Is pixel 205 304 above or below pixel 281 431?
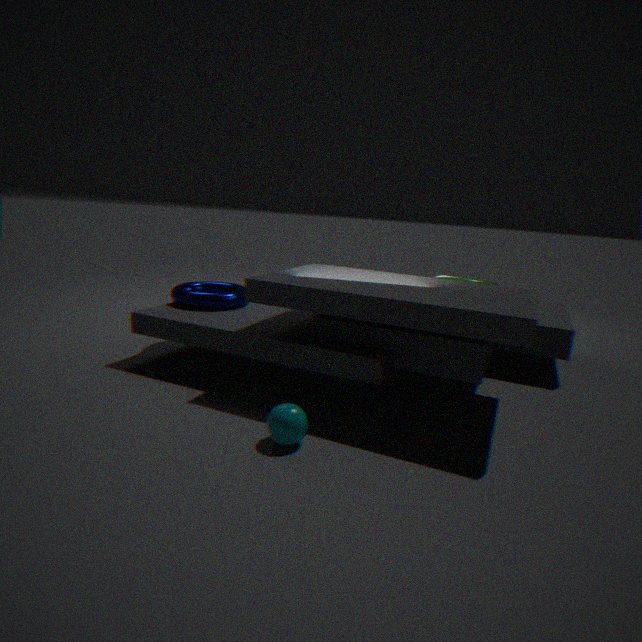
above
